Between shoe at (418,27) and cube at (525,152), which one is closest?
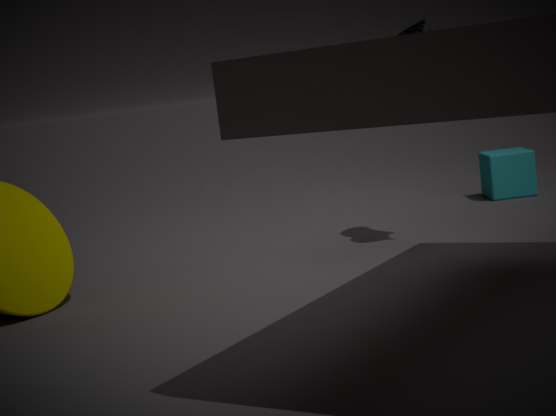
shoe at (418,27)
